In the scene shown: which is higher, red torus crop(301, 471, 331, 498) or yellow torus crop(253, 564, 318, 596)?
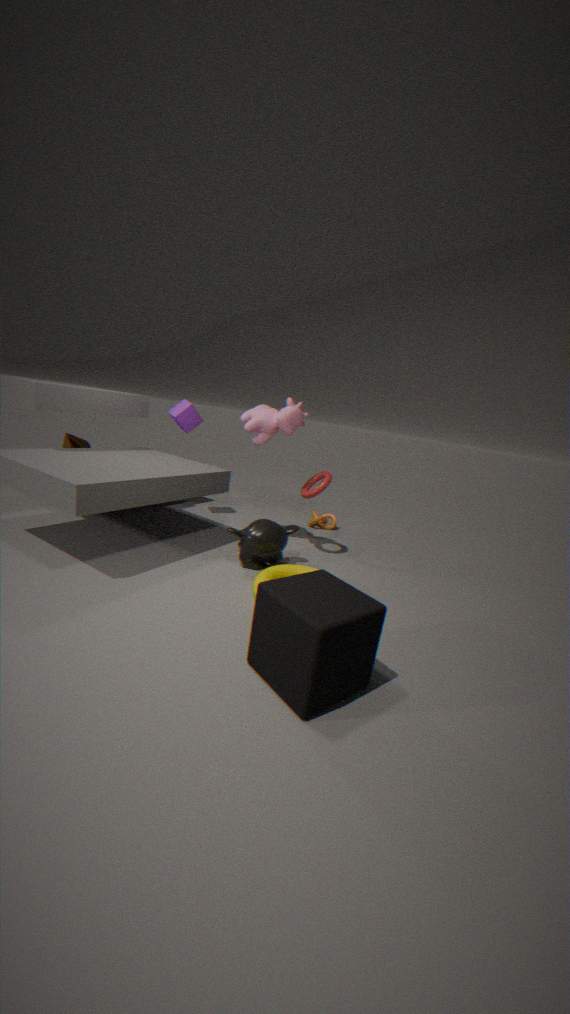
A: red torus crop(301, 471, 331, 498)
